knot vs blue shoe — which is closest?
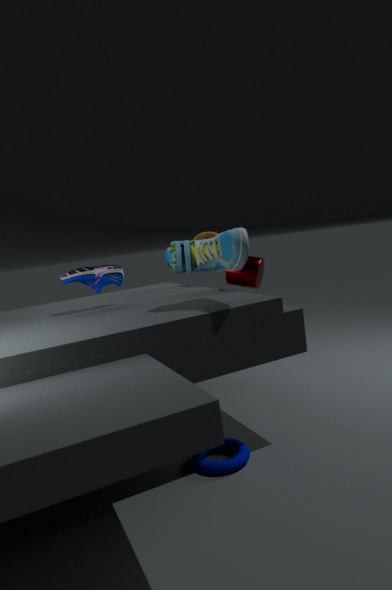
blue shoe
